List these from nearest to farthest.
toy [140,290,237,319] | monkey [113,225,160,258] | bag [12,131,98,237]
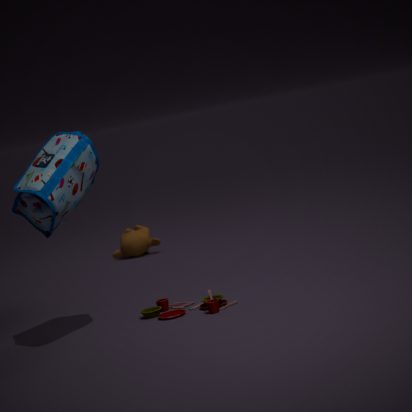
bag [12,131,98,237] → toy [140,290,237,319] → monkey [113,225,160,258]
